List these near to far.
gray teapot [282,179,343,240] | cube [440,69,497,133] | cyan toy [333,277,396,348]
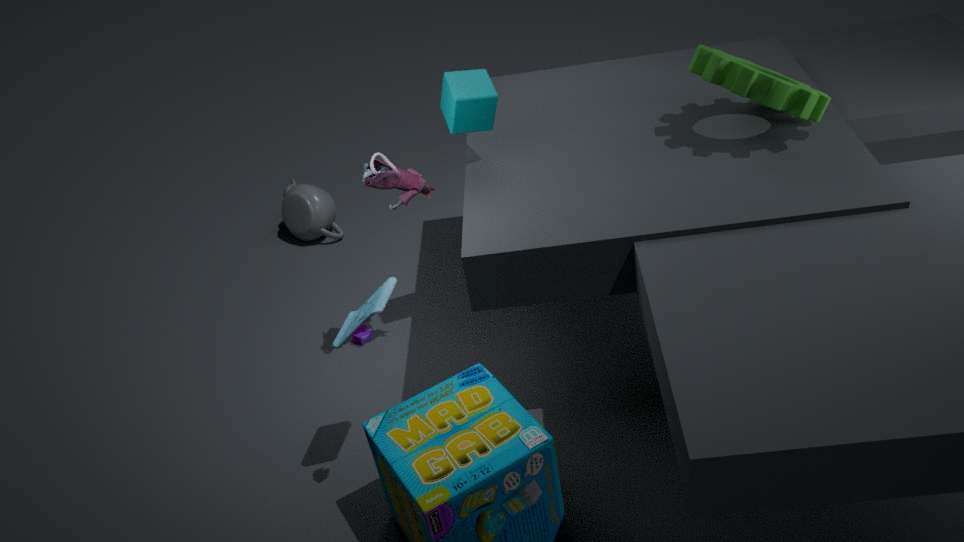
cyan toy [333,277,396,348], cube [440,69,497,133], gray teapot [282,179,343,240]
